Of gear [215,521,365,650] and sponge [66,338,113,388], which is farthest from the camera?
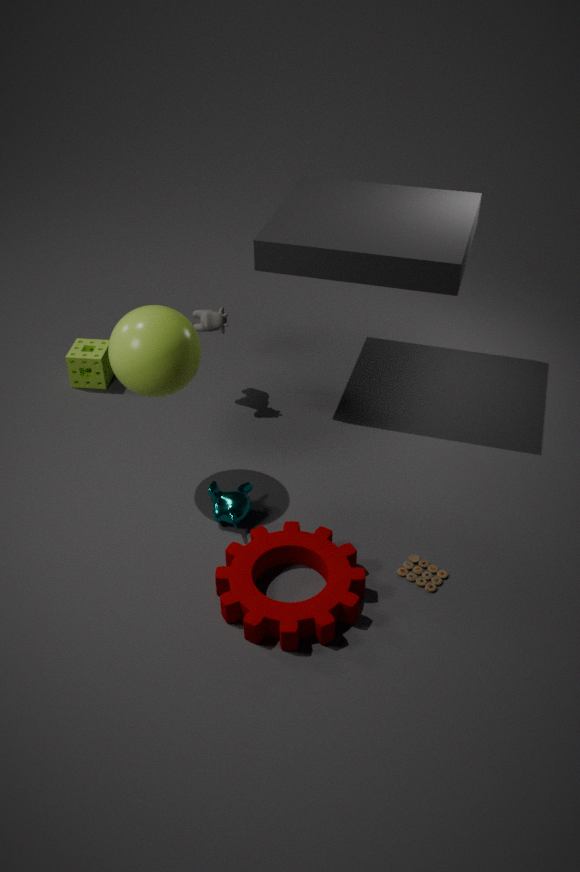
sponge [66,338,113,388]
